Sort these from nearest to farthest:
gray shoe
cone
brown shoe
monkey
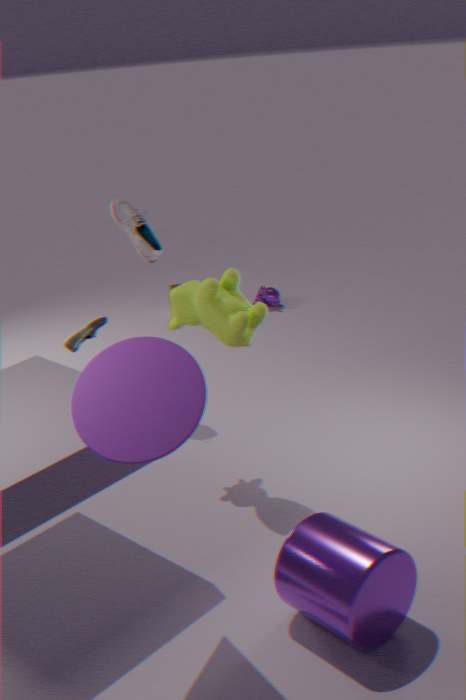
cone, brown shoe, gray shoe, monkey
